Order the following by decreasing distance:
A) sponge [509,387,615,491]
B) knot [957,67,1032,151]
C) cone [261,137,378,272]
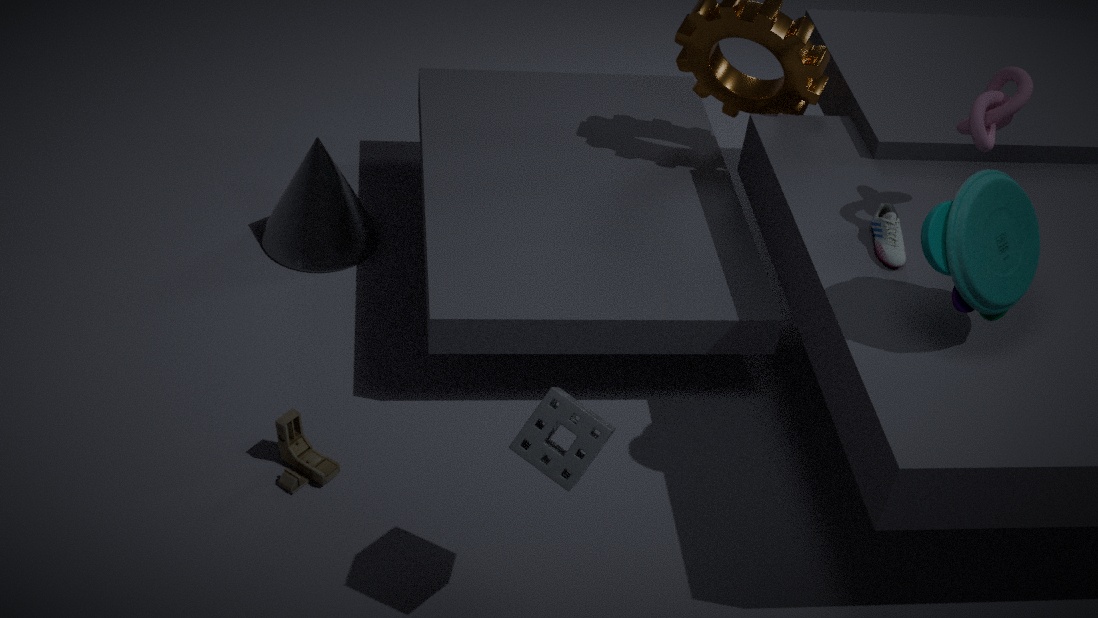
1. cone [261,137,378,272]
2. knot [957,67,1032,151]
3. sponge [509,387,615,491]
